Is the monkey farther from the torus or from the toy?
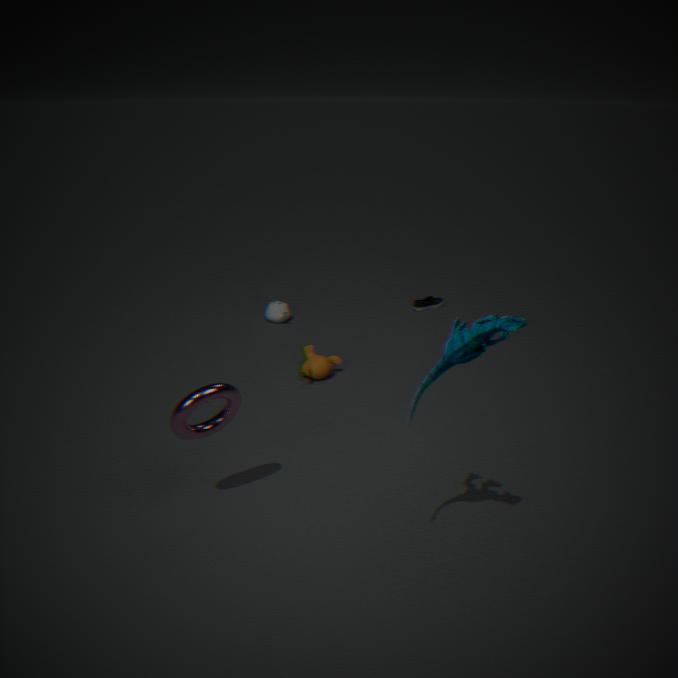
the toy
